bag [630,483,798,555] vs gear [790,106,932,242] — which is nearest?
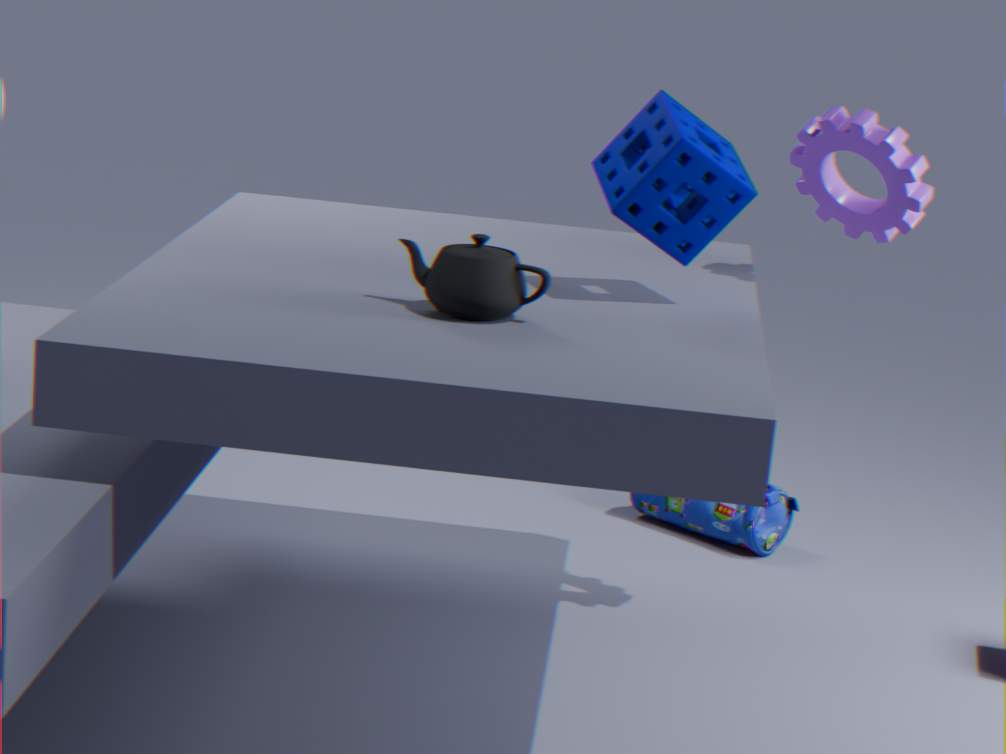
gear [790,106,932,242]
